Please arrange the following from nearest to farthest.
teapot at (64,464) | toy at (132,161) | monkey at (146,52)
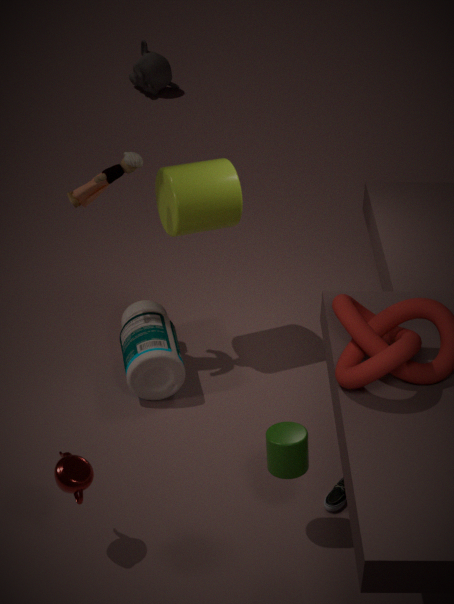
teapot at (64,464) < toy at (132,161) < monkey at (146,52)
